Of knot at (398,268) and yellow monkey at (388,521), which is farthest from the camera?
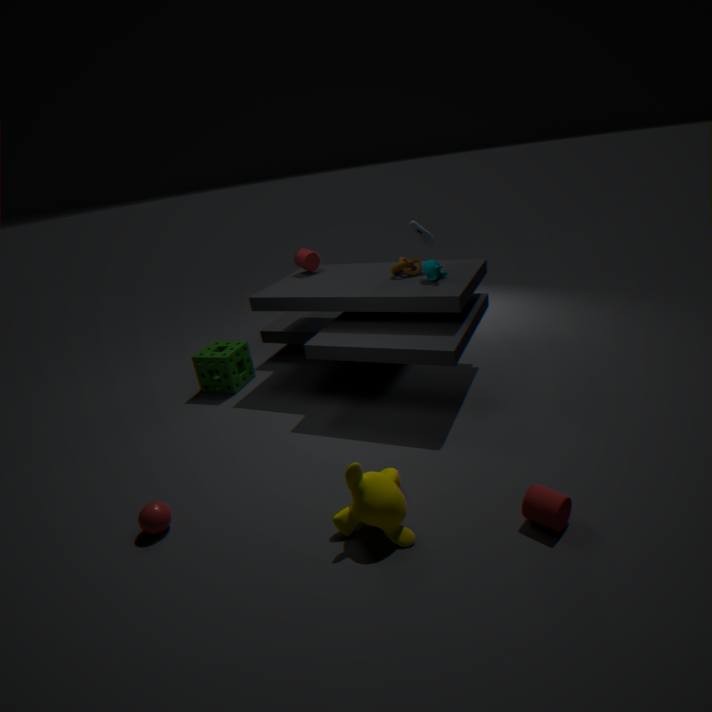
knot at (398,268)
